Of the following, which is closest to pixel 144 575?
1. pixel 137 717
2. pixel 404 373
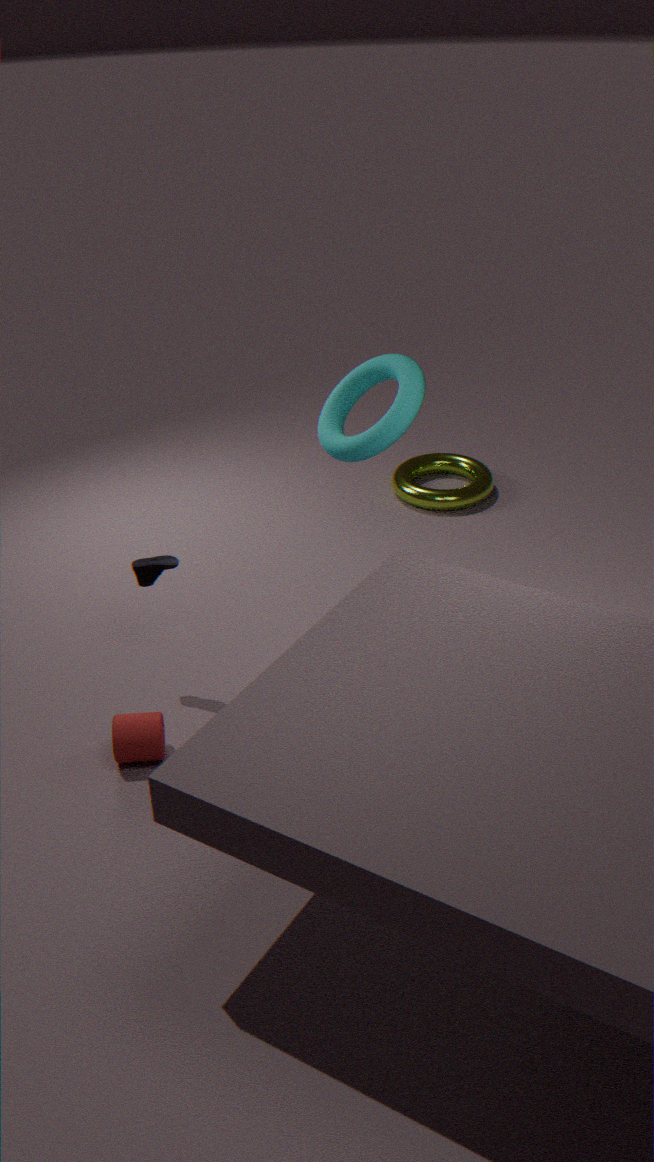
pixel 137 717
